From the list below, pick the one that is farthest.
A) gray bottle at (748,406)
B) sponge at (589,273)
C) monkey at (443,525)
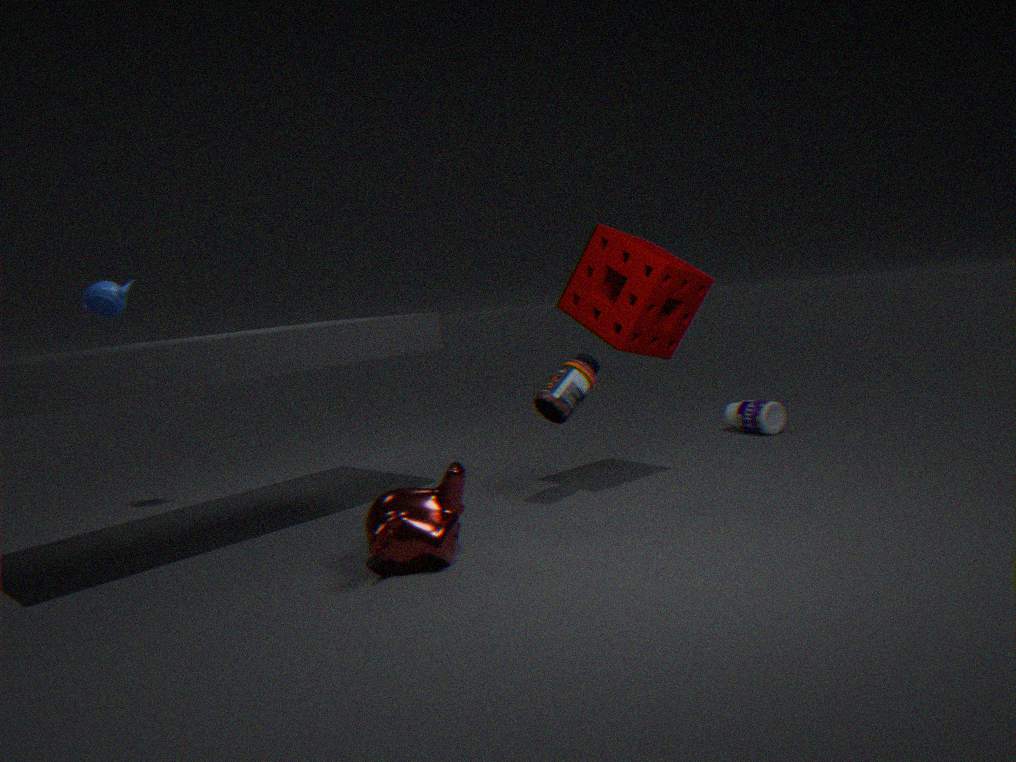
gray bottle at (748,406)
